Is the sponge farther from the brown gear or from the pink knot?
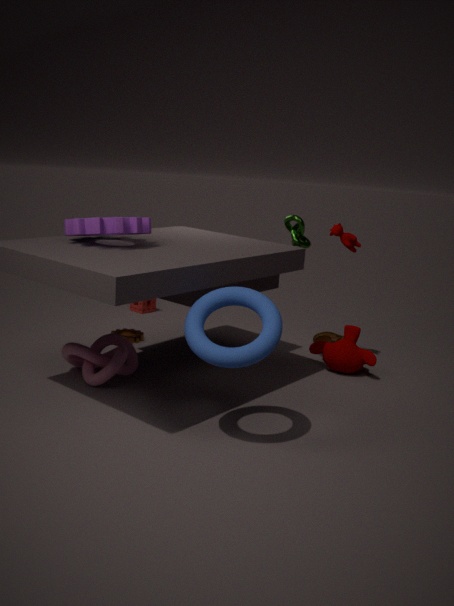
the pink knot
